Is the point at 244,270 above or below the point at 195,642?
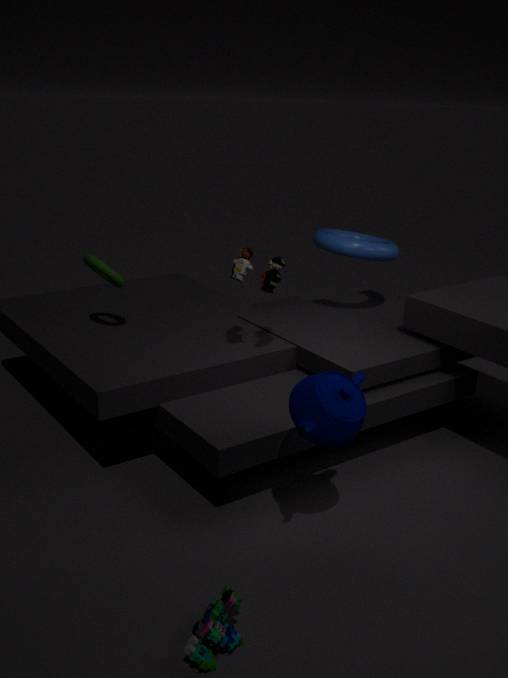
above
